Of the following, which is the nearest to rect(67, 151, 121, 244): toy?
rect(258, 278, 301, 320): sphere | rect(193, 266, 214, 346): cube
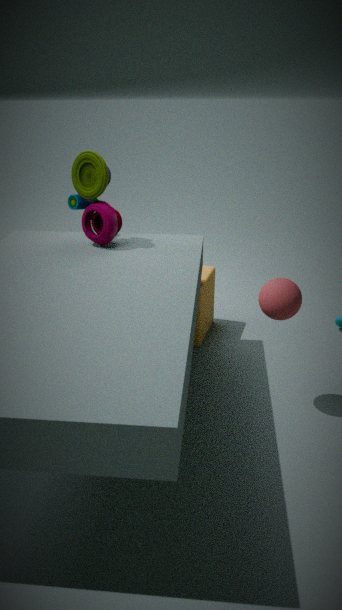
rect(193, 266, 214, 346): cube
